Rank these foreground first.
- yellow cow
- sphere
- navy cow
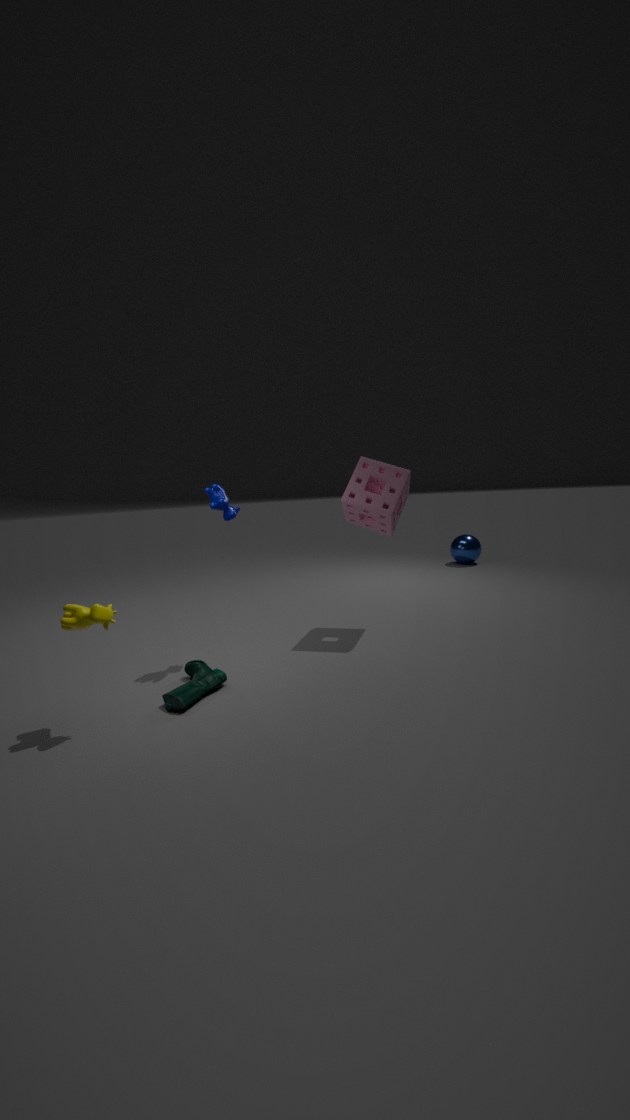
yellow cow
navy cow
sphere
